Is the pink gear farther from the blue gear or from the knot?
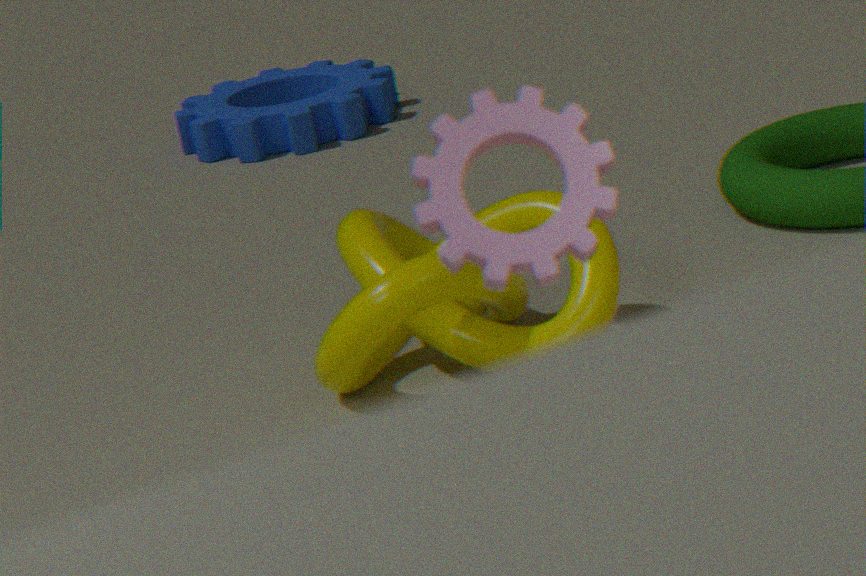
the blue gear
